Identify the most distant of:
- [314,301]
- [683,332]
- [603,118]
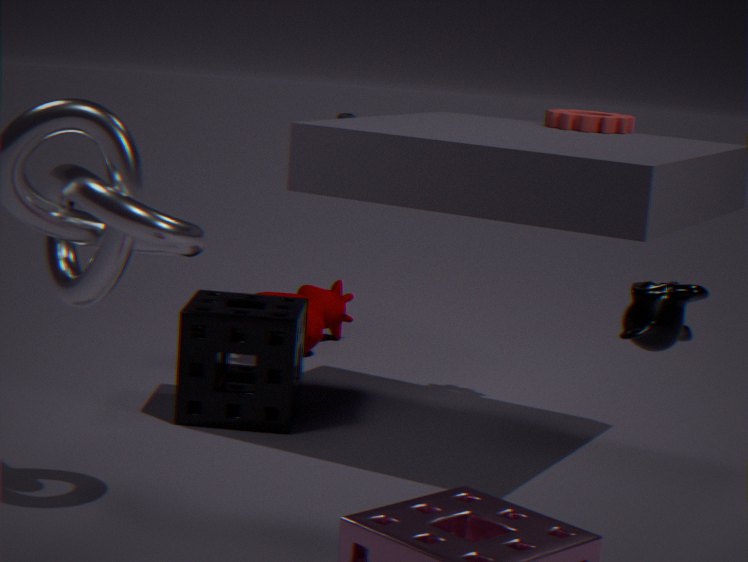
[314,301]
